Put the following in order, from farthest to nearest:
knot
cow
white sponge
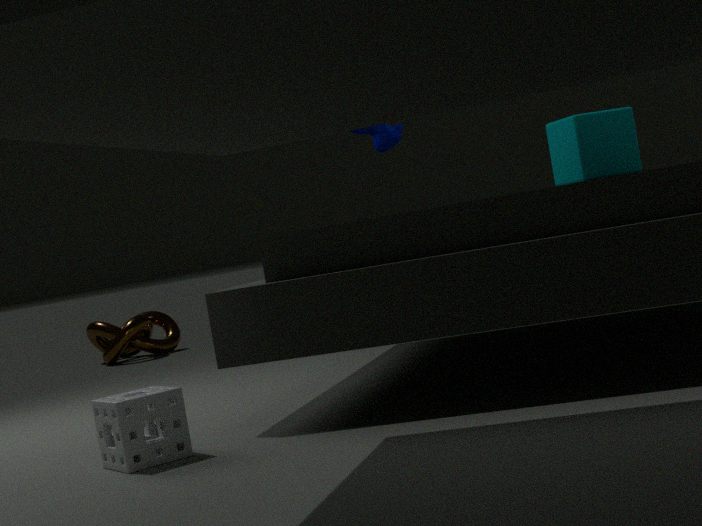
knot, cow, white sponge
